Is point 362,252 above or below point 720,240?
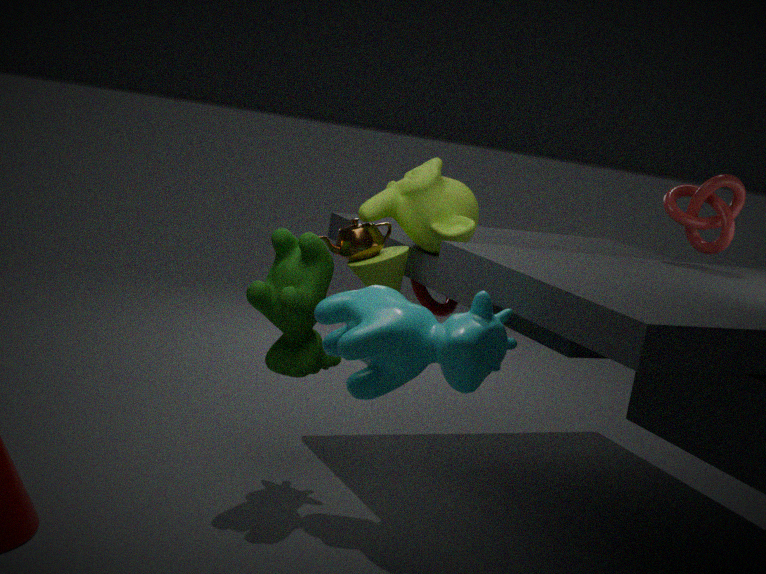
below
